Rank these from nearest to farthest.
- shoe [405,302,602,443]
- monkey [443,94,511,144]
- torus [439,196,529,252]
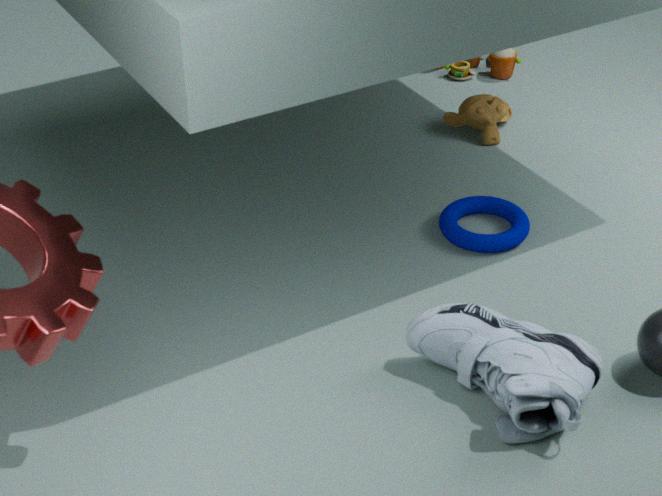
shoe [405,302,602,443] → torus [439,196,529,252] → monkey [443,94,511,144]
